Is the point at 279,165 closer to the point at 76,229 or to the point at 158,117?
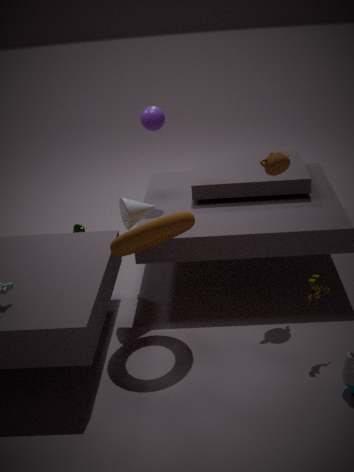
the point at 158,117
